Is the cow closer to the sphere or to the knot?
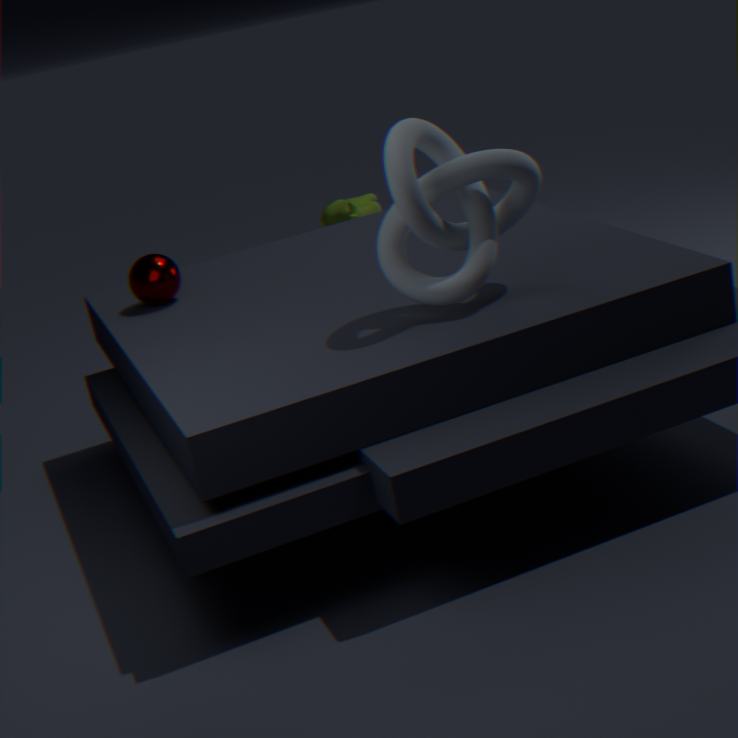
the sphere
